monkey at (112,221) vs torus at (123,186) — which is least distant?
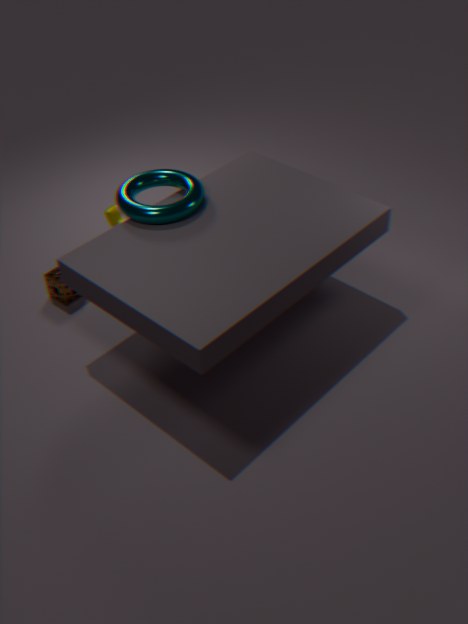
torus at (123,186)
